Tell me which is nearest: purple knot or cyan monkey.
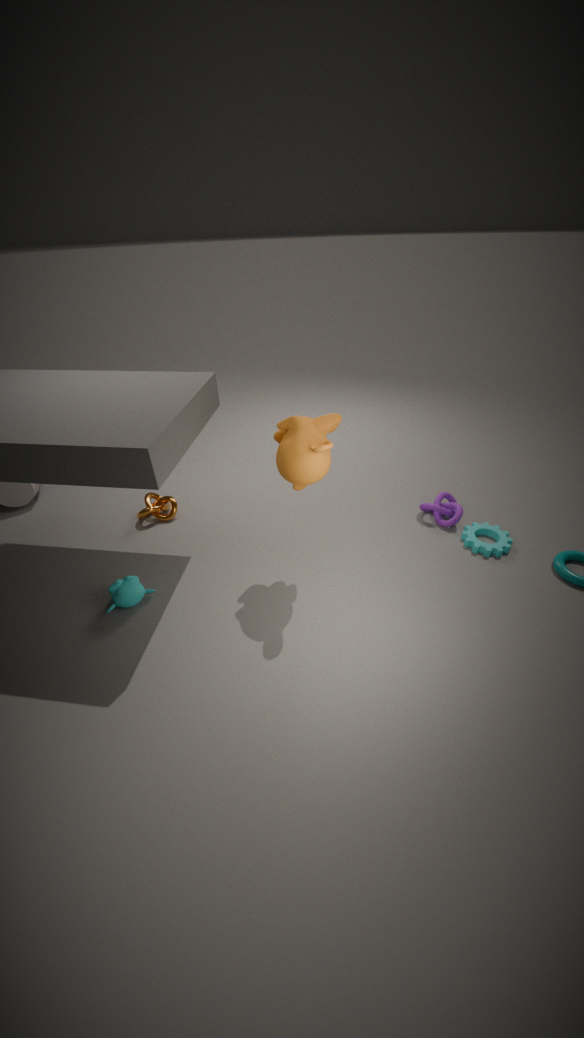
cyan monkey
